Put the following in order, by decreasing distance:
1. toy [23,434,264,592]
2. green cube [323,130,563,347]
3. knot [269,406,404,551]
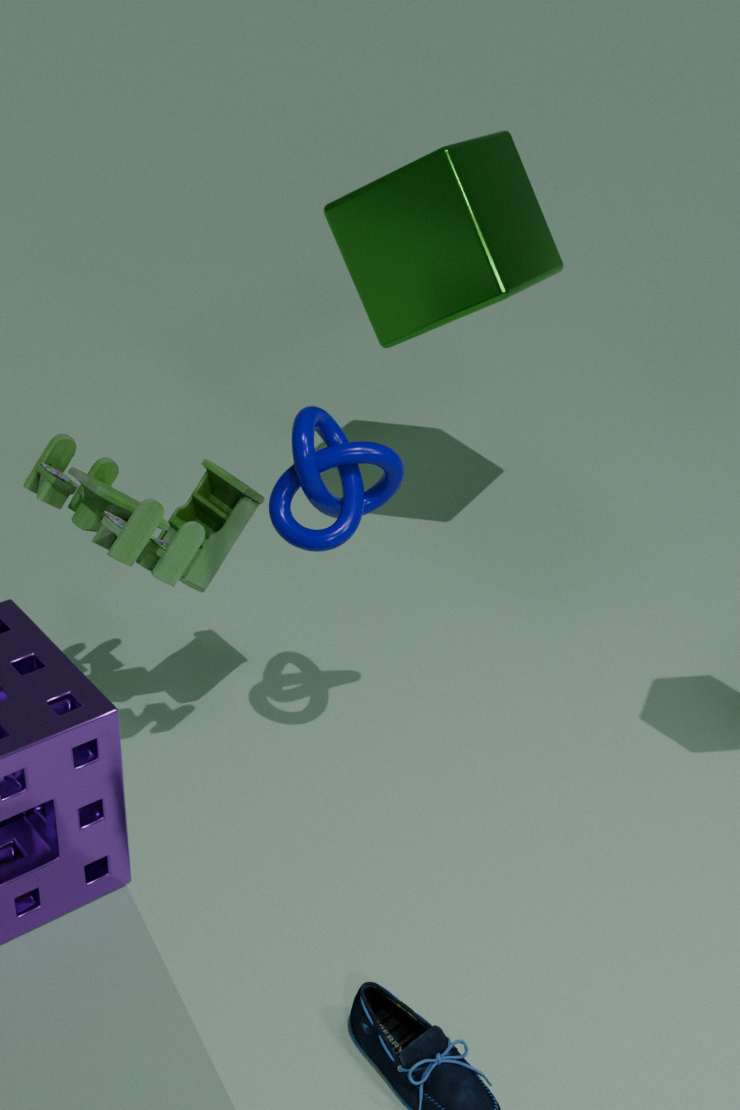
green cube [323,130,563,347]
knot [269,406,404,551]
toy [23,434,264,592]
